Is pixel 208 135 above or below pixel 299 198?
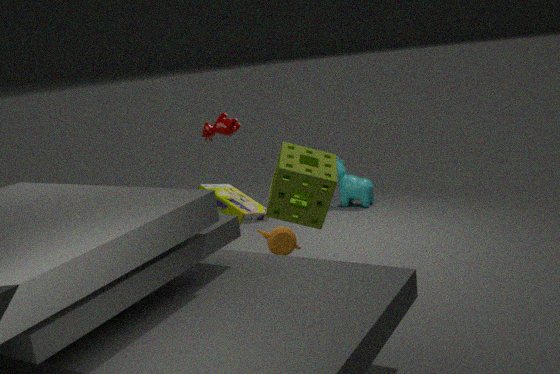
below
